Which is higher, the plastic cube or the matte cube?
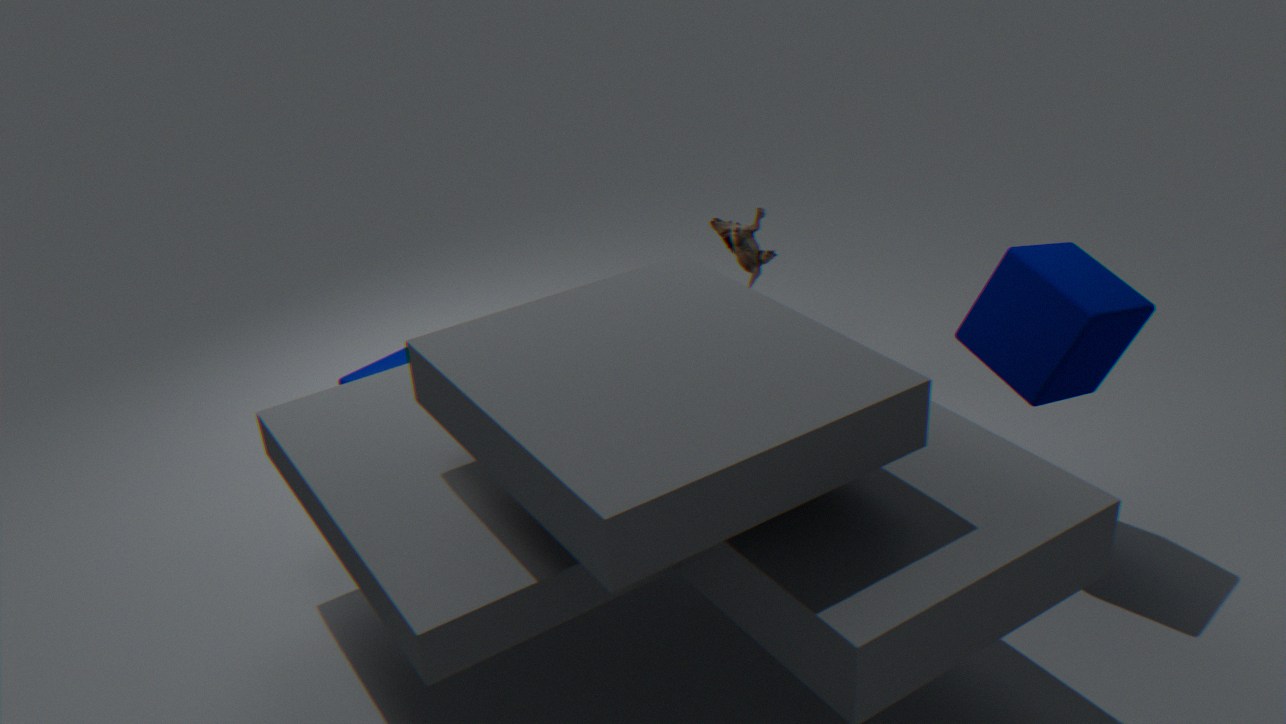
the matte cube
